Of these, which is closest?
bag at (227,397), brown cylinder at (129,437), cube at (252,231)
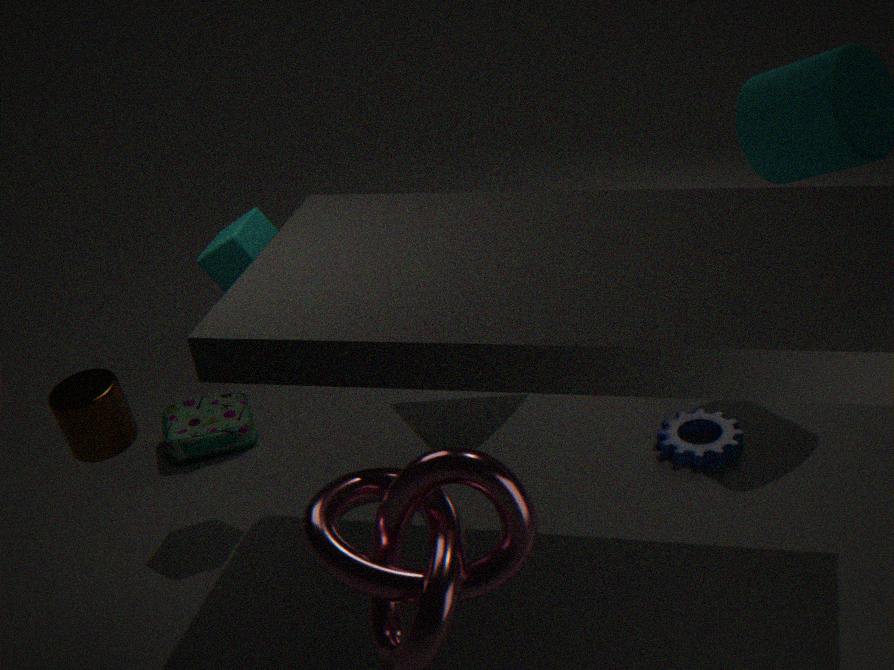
brown cylinder at (129,437)
